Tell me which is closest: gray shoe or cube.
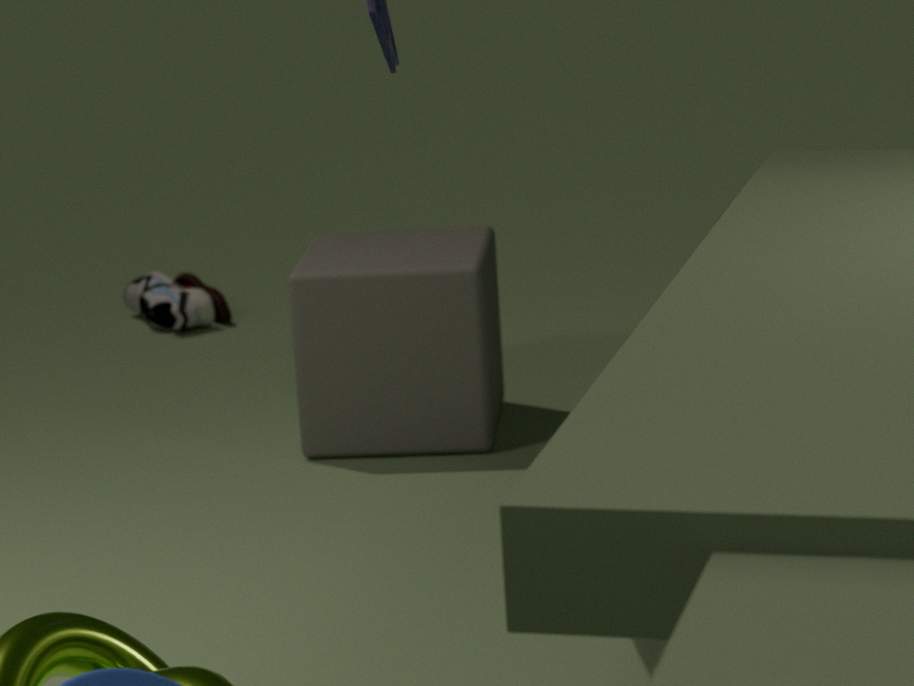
cube
